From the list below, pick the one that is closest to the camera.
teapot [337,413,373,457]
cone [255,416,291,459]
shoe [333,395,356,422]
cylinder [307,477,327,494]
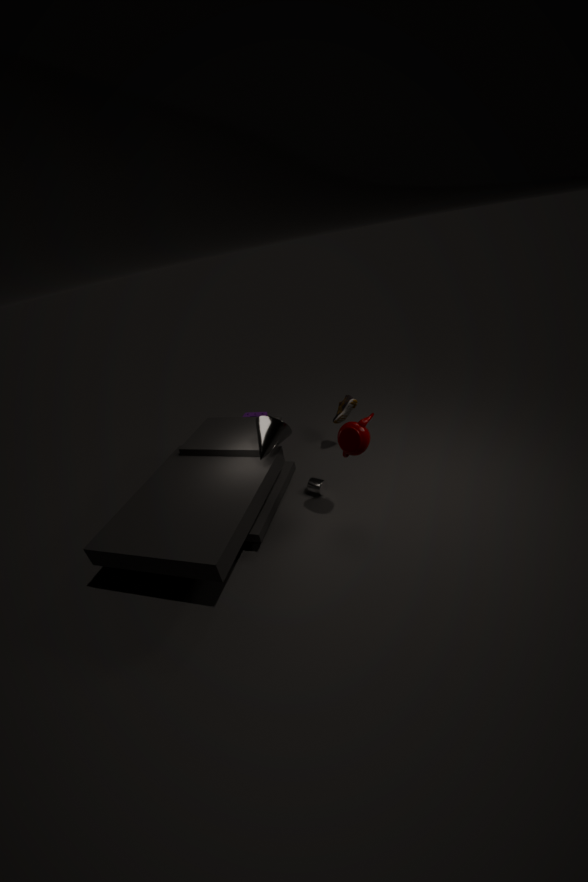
teapot [337,413,373,457]
